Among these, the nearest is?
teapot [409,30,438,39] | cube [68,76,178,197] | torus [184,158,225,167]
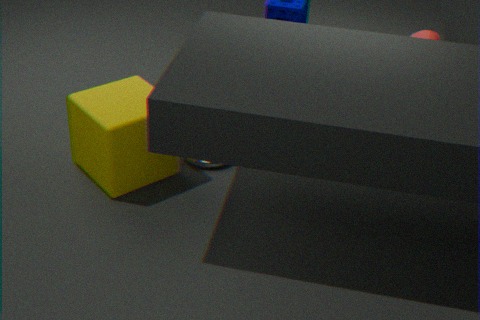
cube [68,76,178,197]
